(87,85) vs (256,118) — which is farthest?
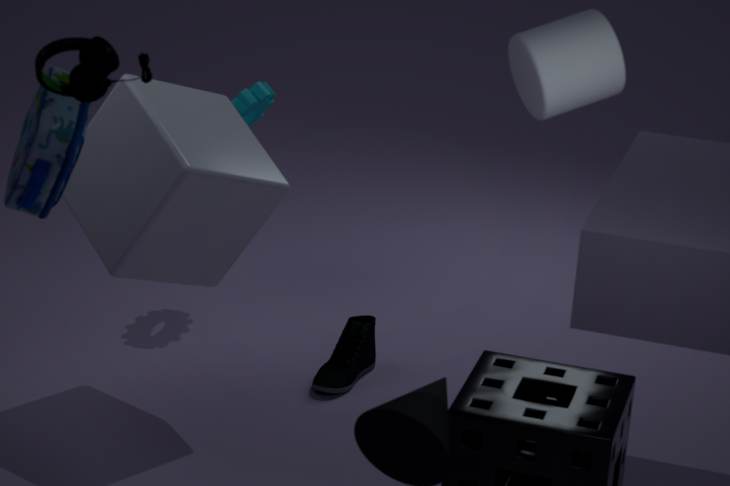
(256,118)
